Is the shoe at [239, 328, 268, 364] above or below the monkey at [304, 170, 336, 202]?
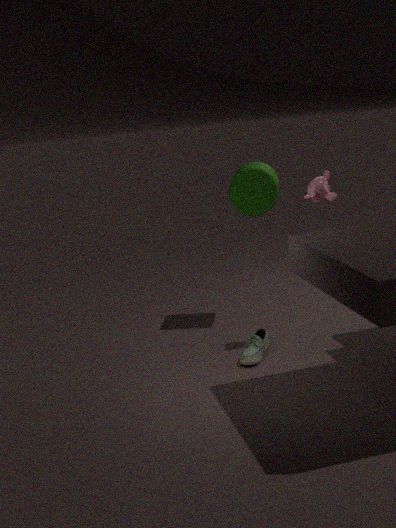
below
